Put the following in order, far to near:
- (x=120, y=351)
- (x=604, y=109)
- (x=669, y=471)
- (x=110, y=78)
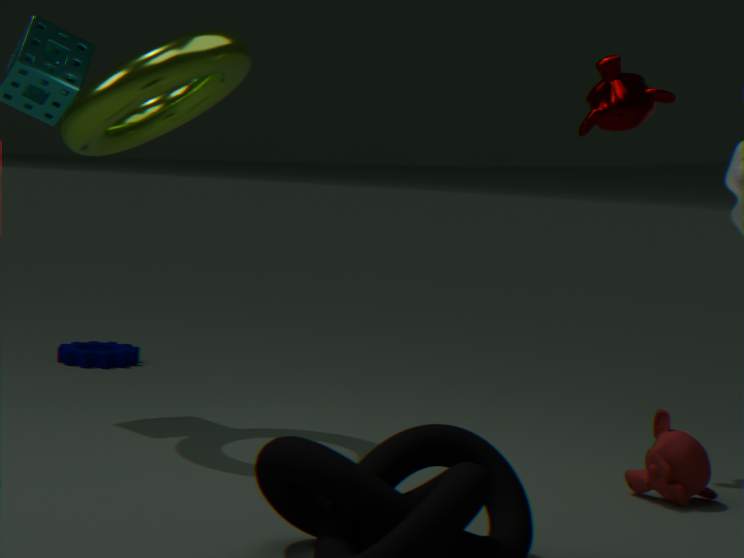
(x=120, y=351) → (x=604, y=109) → (x=110, y=78) → (x=669, y=471)
